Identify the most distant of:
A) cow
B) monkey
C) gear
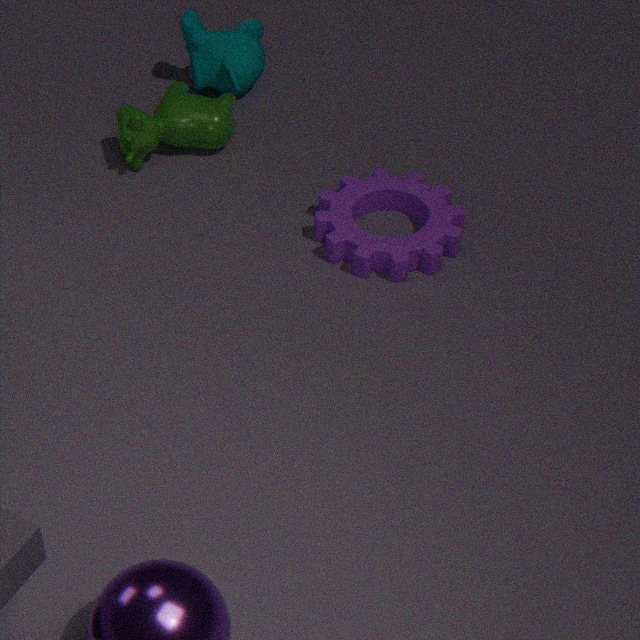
monkey
